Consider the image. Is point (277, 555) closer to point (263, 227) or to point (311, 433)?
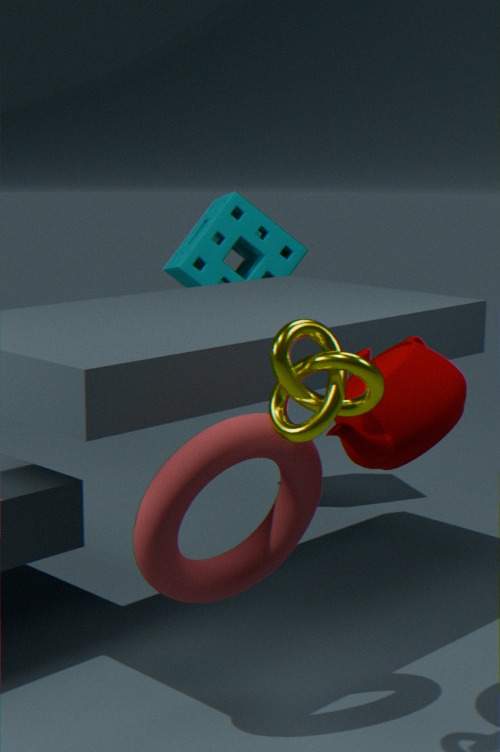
point (311, 433)
